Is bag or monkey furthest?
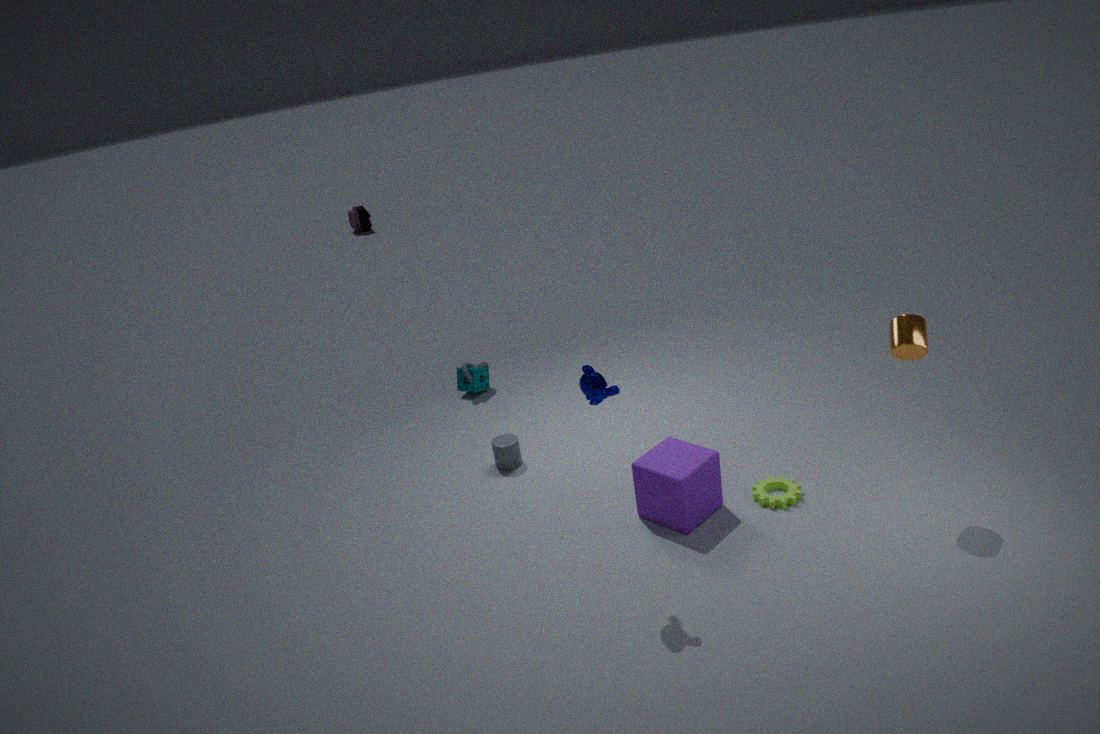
bag
